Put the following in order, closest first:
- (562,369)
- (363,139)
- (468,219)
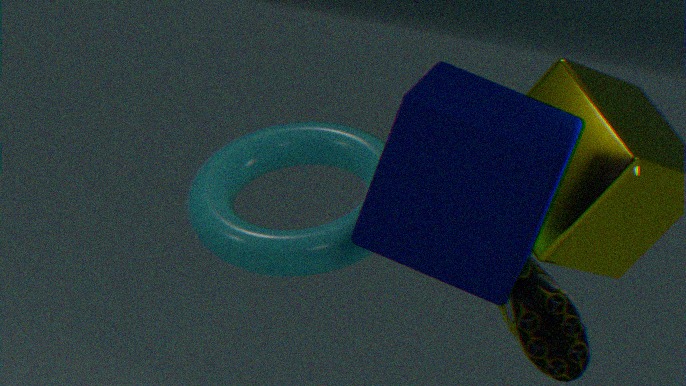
1. (468,219)
2. (363,139)
3. (562,369)
